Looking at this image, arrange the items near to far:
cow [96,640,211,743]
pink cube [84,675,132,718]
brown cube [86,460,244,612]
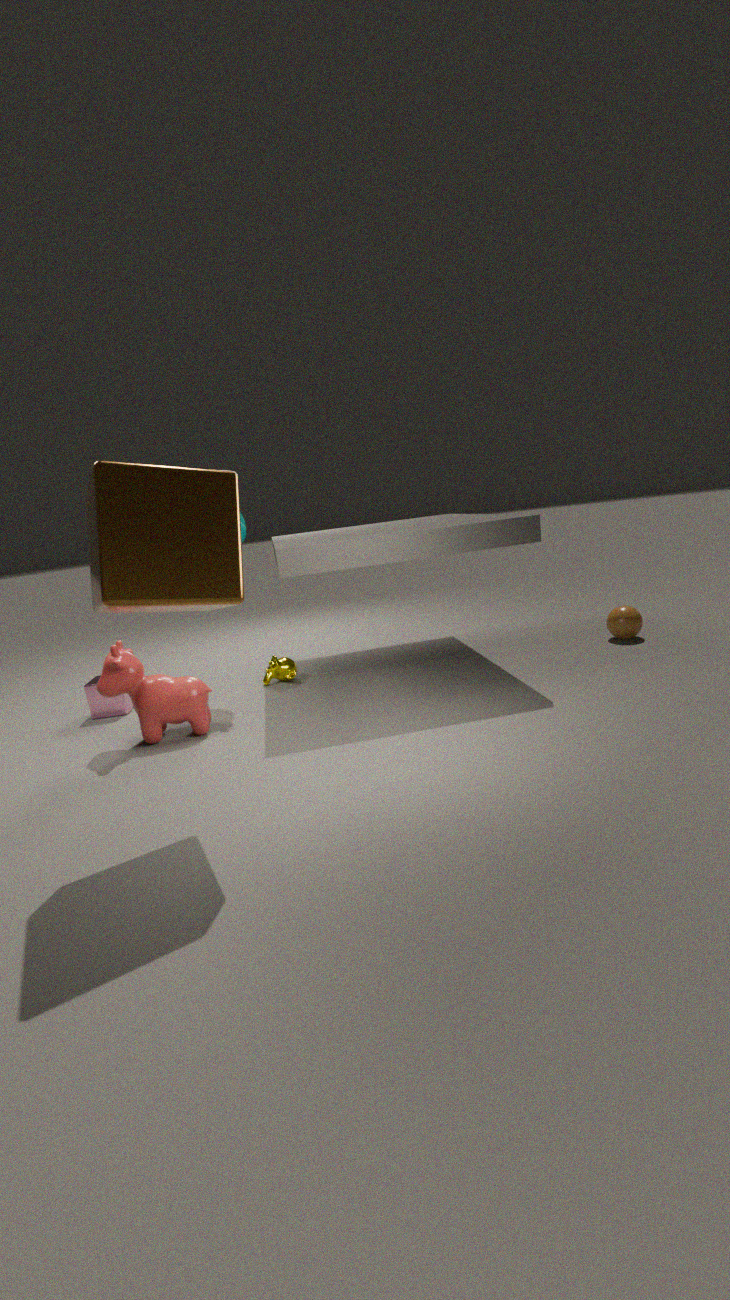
brown cube [86,460,244,612] < cow [96,640,211,743] < pink cube [84,675,132,718]
